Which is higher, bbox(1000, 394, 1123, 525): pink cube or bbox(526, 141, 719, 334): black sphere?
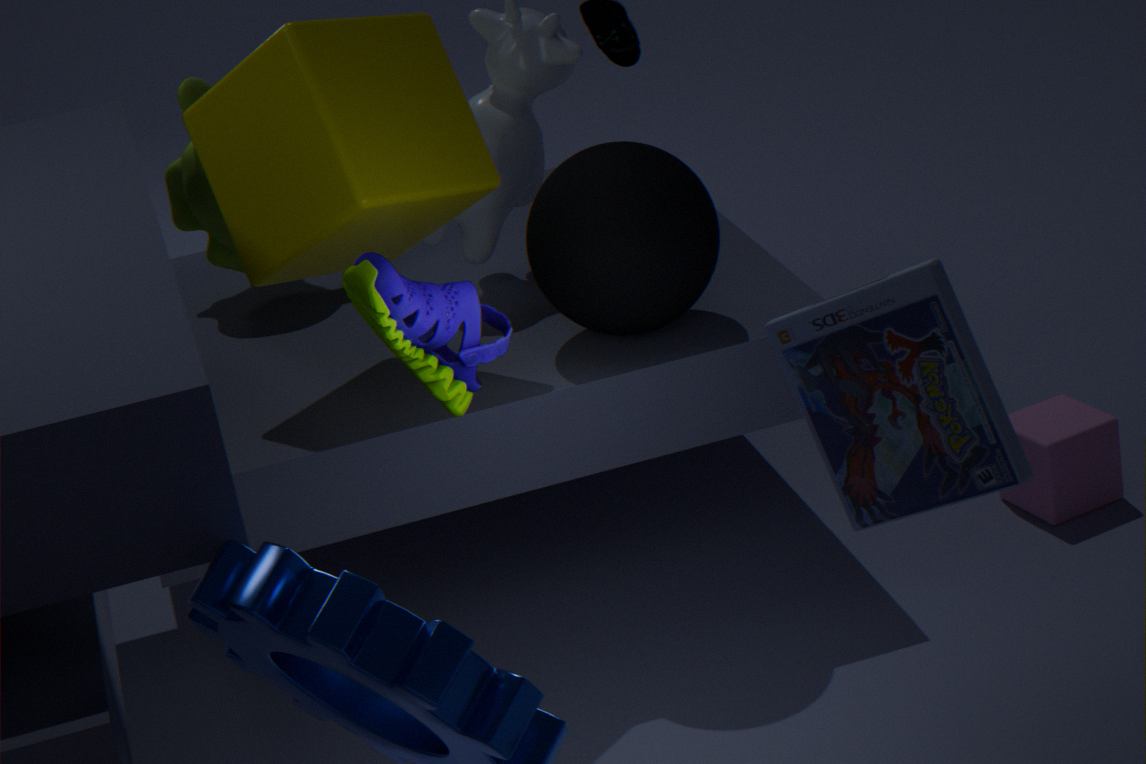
bbox(526, 141, 719, 334): black sphere
